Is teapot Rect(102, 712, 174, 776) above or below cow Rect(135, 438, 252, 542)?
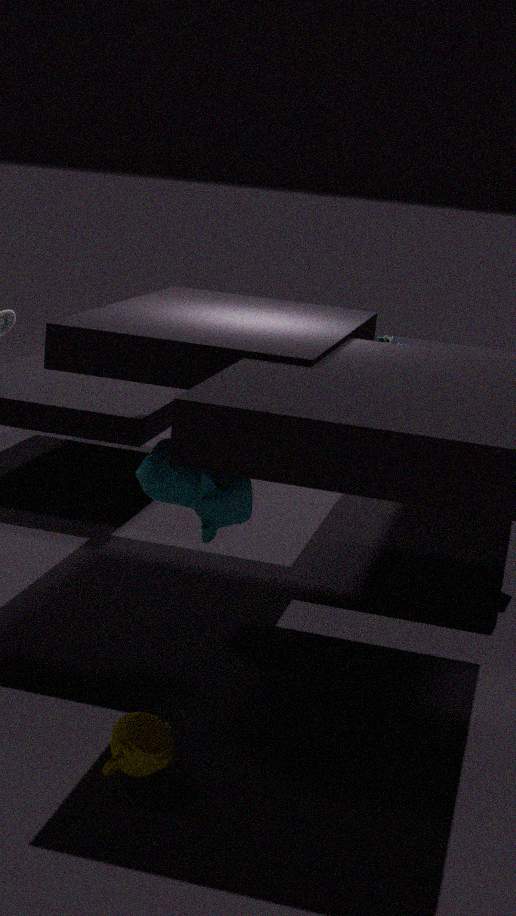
below
